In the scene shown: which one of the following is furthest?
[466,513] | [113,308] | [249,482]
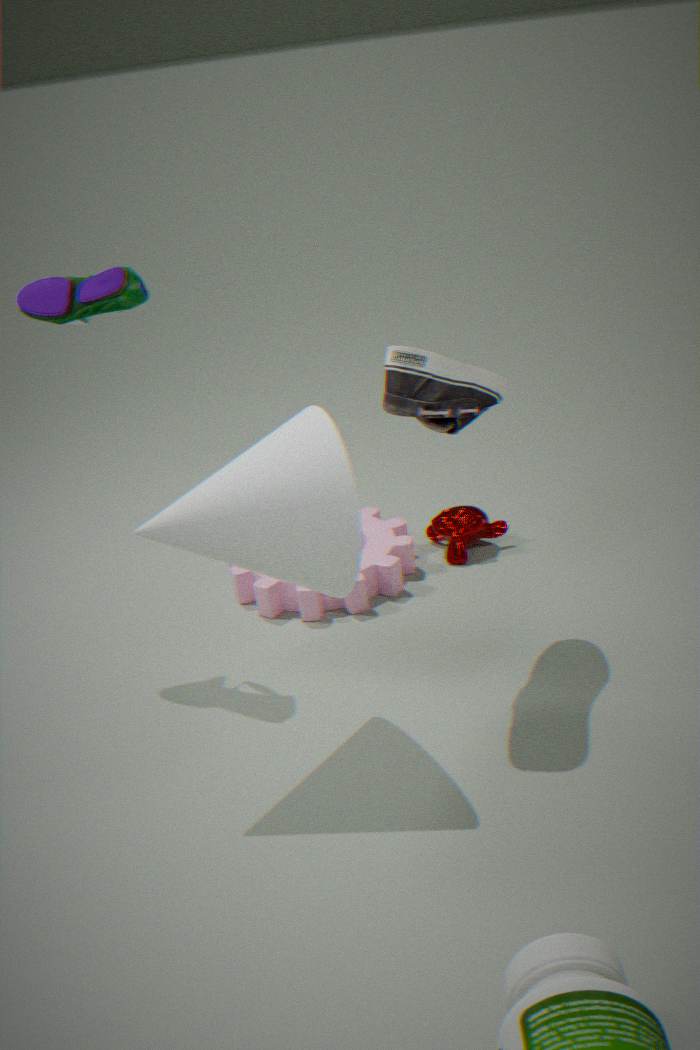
[466,513]
